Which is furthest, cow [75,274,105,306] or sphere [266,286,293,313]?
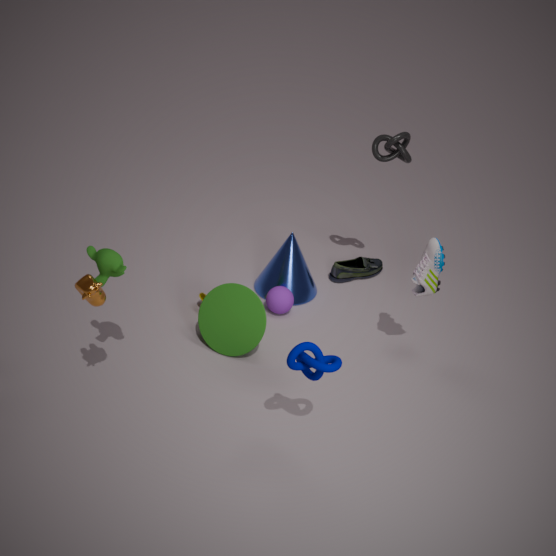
sphere [266,286,293,313]
